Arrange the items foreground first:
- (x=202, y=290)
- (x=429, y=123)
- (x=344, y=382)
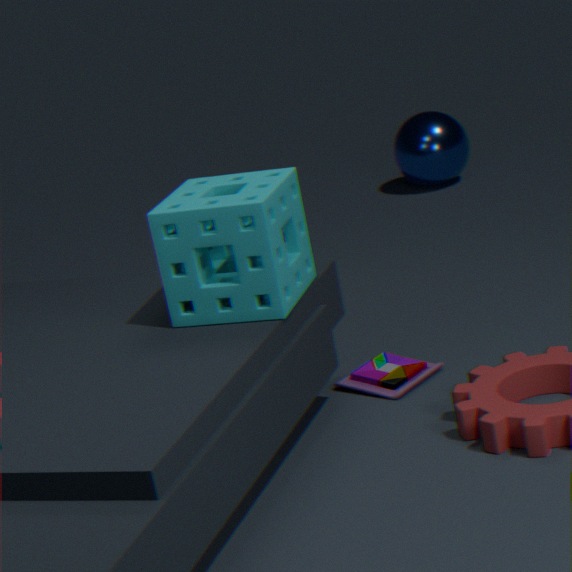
1. (x=202, y=290)
2. (x=344, y=382)
3. (x=429, y=123)
